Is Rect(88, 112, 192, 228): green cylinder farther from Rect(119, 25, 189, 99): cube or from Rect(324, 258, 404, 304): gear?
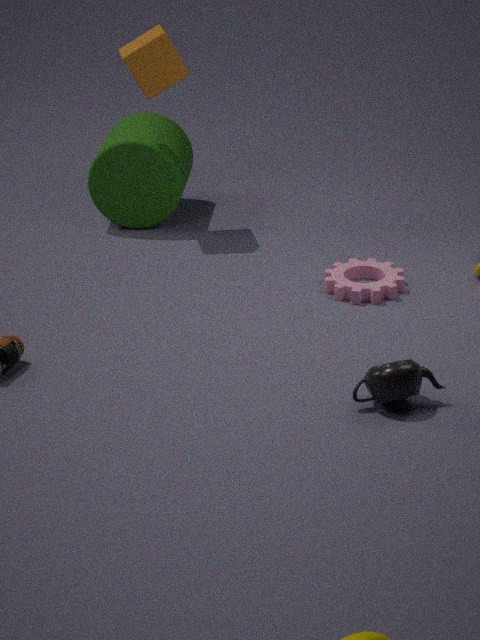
Rect(324, 258, 404, 304): gear
